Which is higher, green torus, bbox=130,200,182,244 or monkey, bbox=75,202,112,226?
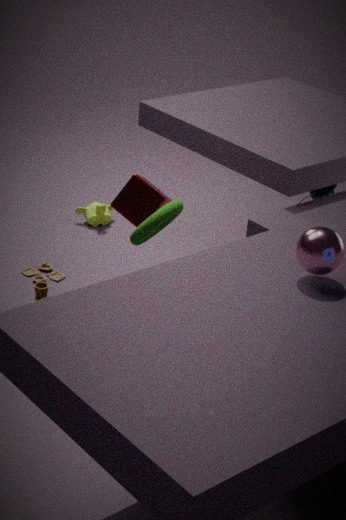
green torus, bbox=130,200,182,244
